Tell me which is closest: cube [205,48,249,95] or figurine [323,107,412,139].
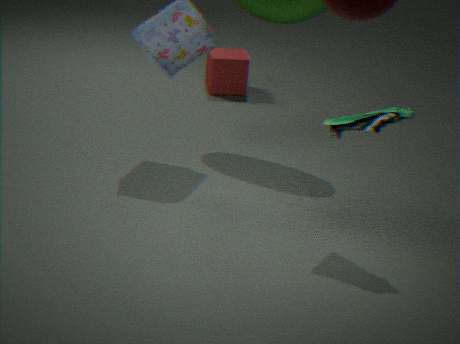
figurine [323,107,412,139]
